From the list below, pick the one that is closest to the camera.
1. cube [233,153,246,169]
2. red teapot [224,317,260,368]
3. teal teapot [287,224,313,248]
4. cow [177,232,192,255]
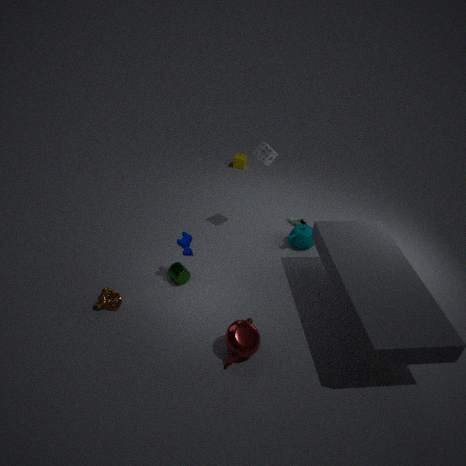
red teapot [224,317,260,368]
